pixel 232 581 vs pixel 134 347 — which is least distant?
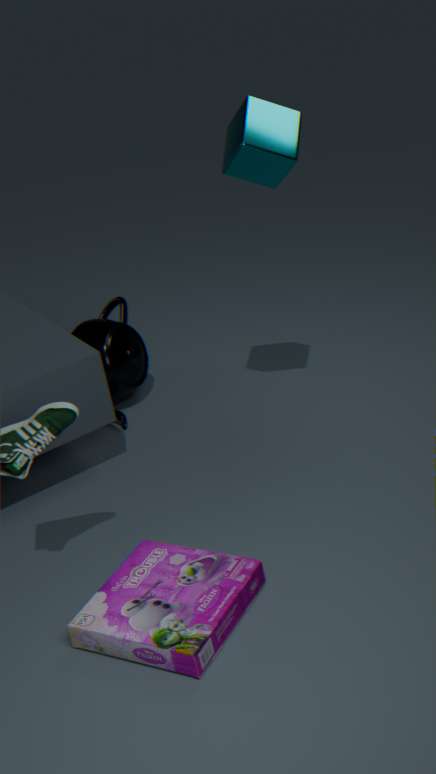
pixel 232 581
